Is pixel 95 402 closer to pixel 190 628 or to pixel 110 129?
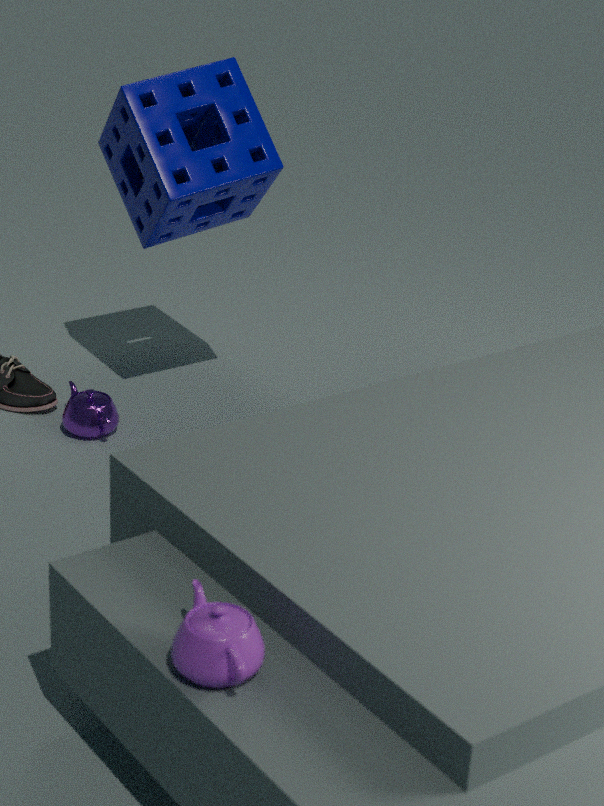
pixel 110 129
